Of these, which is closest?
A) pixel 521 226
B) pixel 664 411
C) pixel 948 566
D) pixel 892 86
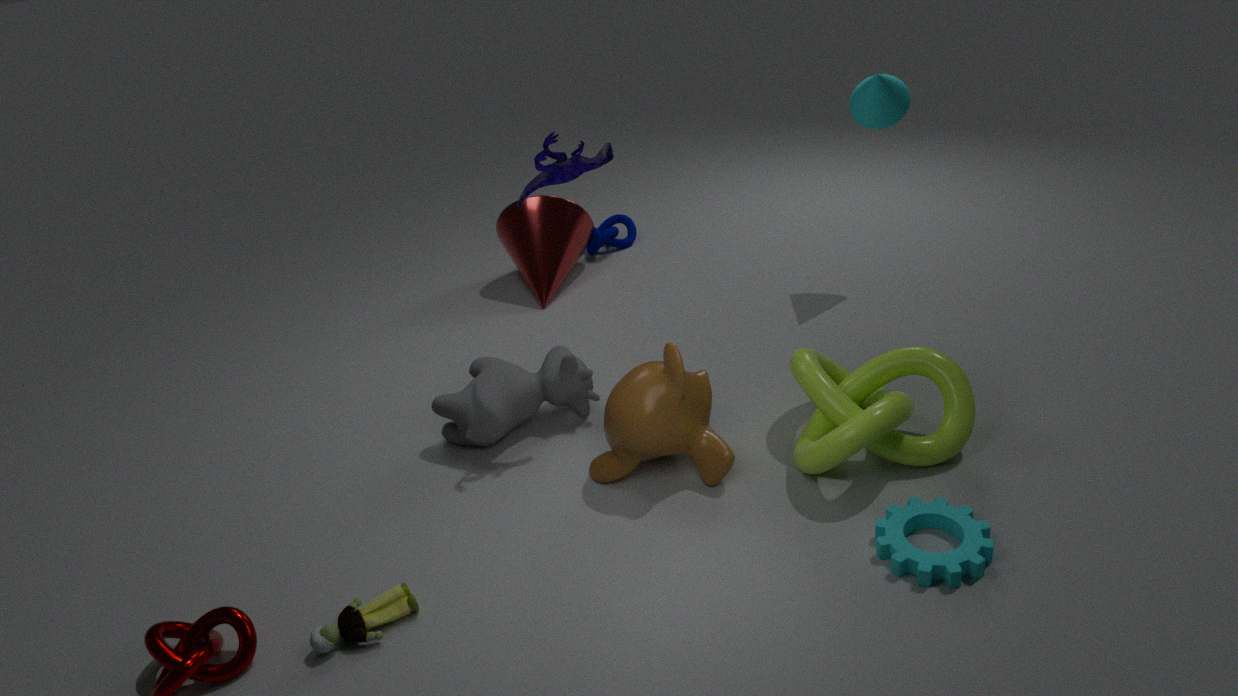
pixel 948 566
